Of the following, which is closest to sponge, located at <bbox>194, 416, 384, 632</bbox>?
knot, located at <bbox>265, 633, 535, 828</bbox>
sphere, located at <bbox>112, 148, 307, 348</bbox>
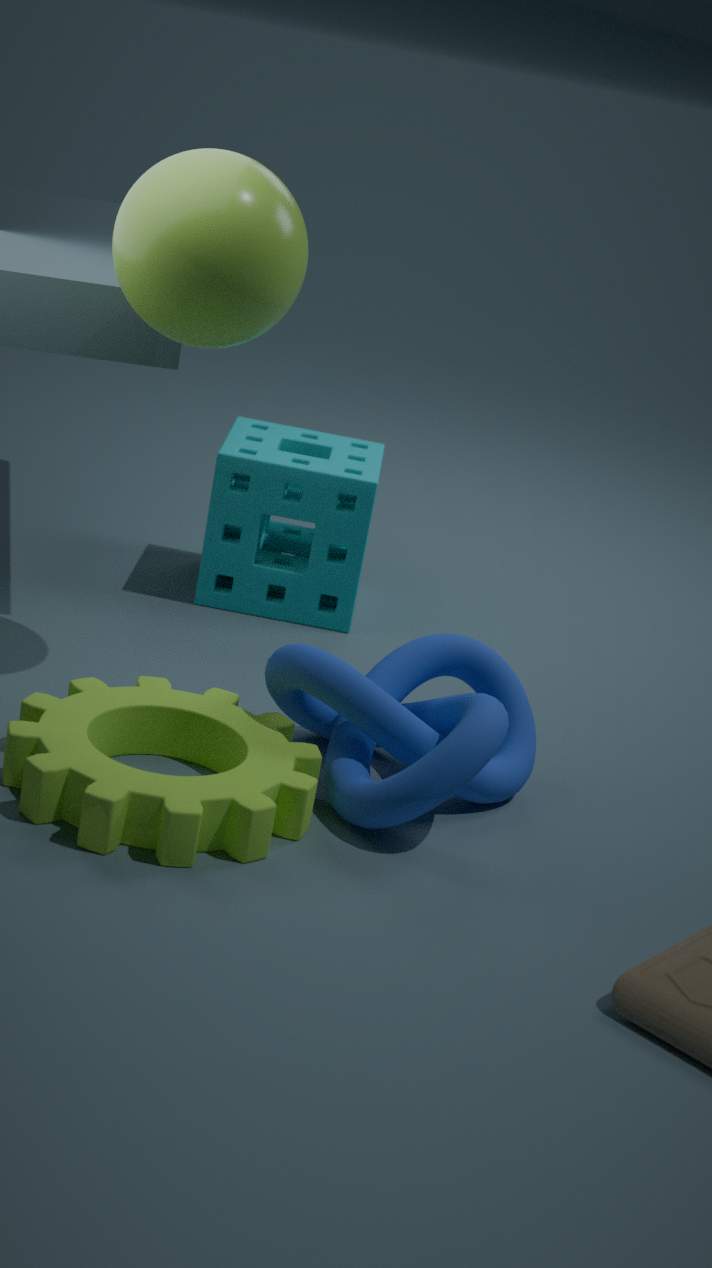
sphere, located at <bbox>112, 148, 307, 348</bbox>
